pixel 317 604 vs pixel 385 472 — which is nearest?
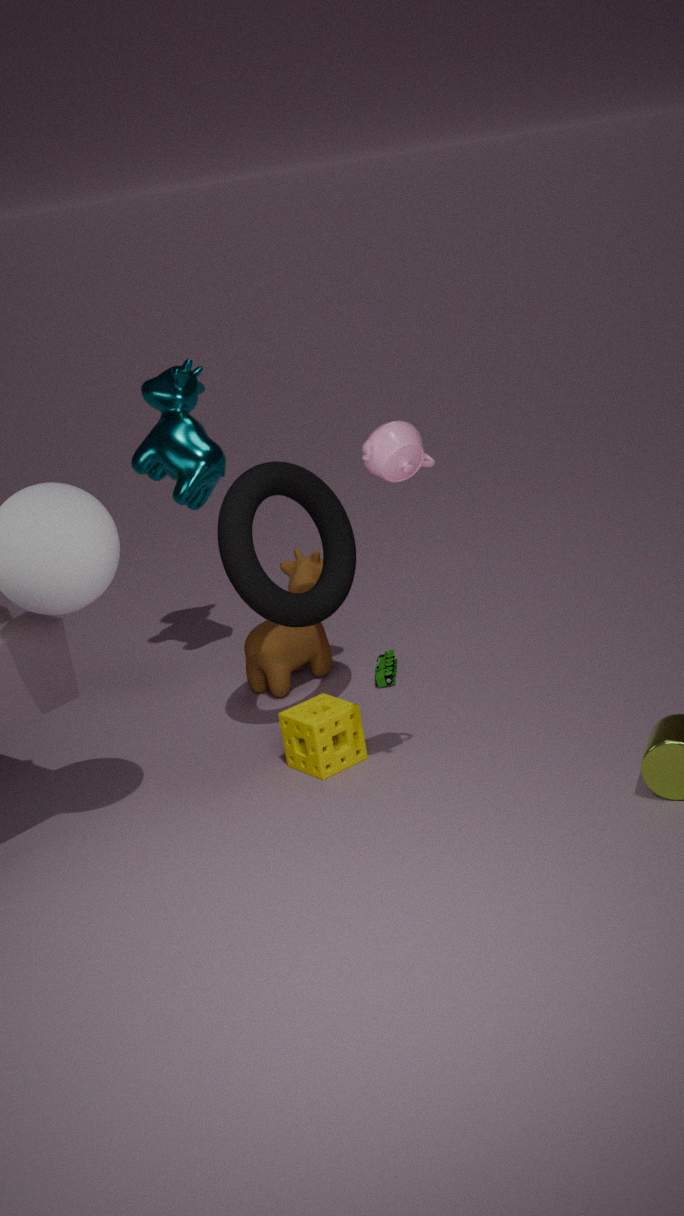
pixel 385 472
